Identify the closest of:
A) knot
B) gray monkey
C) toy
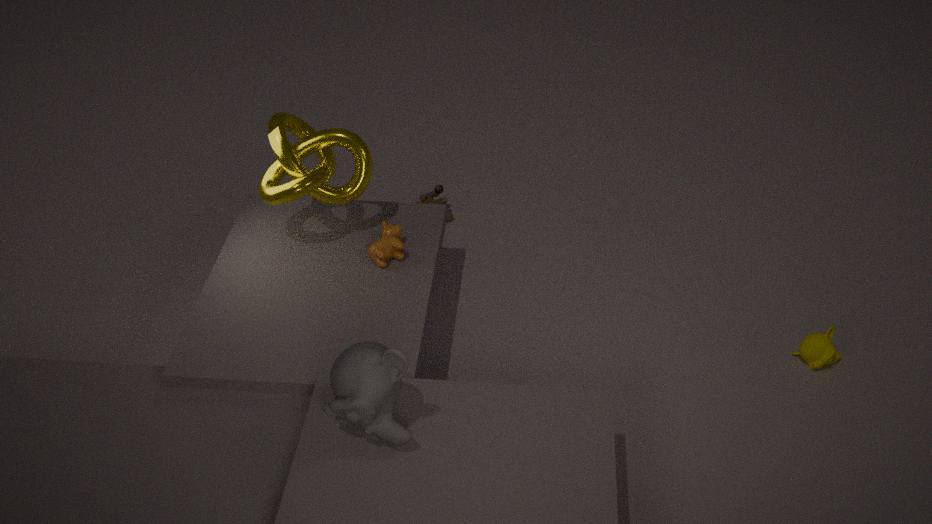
gray monkey
